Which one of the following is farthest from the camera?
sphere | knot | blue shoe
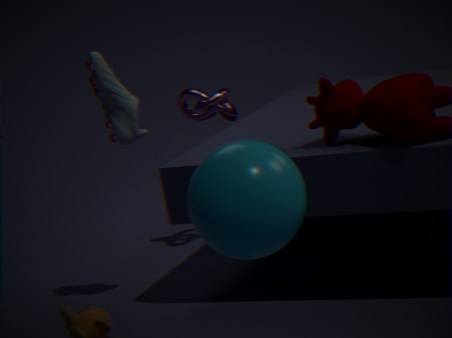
knot
